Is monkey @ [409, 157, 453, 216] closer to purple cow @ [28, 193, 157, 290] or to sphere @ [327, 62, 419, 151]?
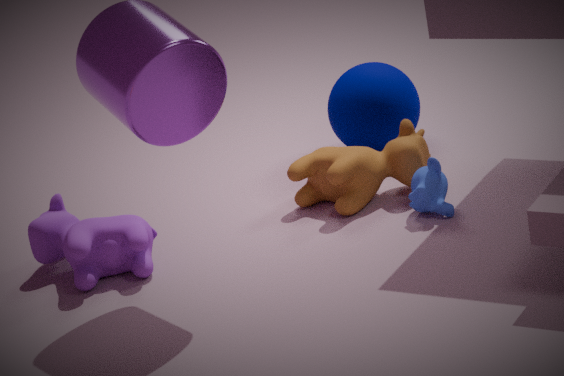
sphere @ [327, 62, 419, 151]
